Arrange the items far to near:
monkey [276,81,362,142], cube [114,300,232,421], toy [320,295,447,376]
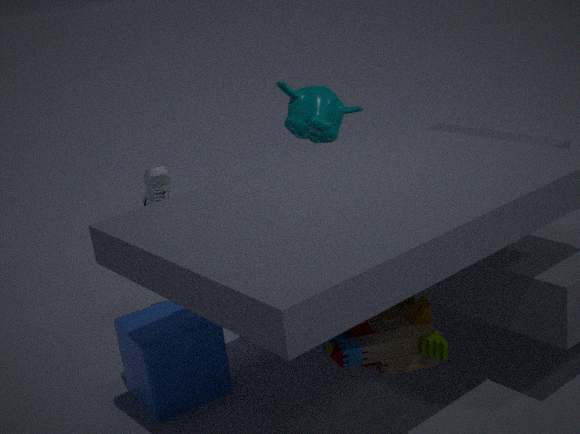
1. monkey [276,81,362,142]
2. cube [114,300,232,421]
3. toy [320,295,447,376]
